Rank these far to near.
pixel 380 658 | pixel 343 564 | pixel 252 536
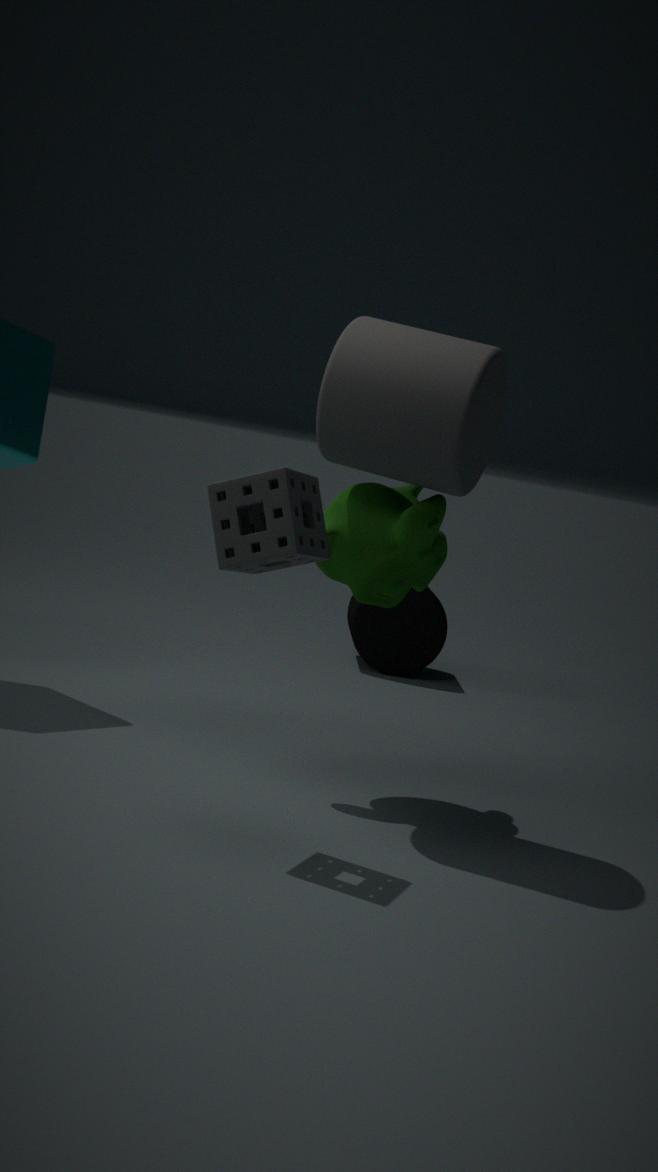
pixel 380 658 → pixel 343 564 → pixel 252 536
